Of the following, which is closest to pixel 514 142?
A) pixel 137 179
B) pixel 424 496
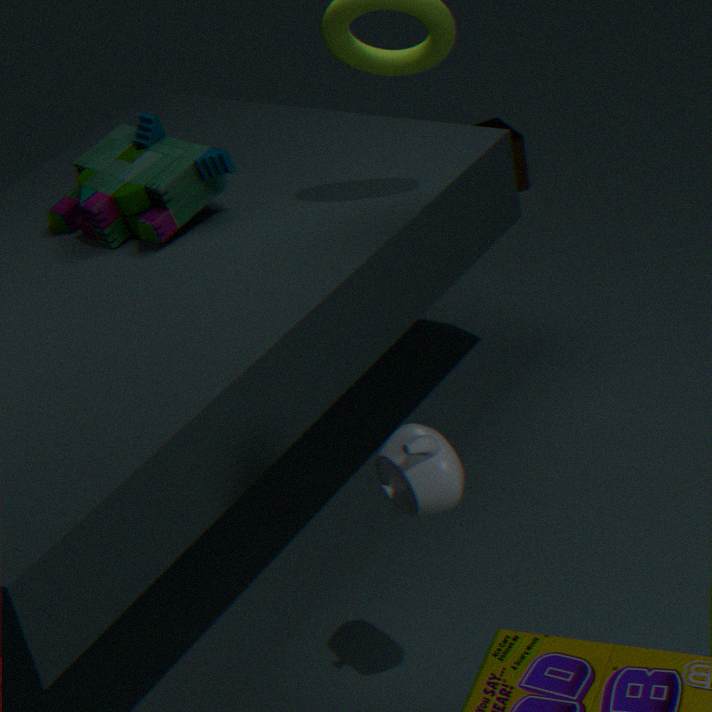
pixel 137 179
